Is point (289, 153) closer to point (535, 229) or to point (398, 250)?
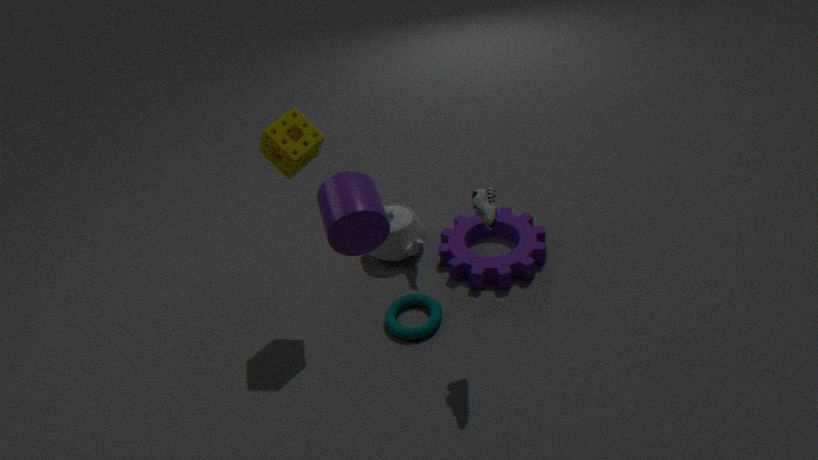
point (398, 250)
